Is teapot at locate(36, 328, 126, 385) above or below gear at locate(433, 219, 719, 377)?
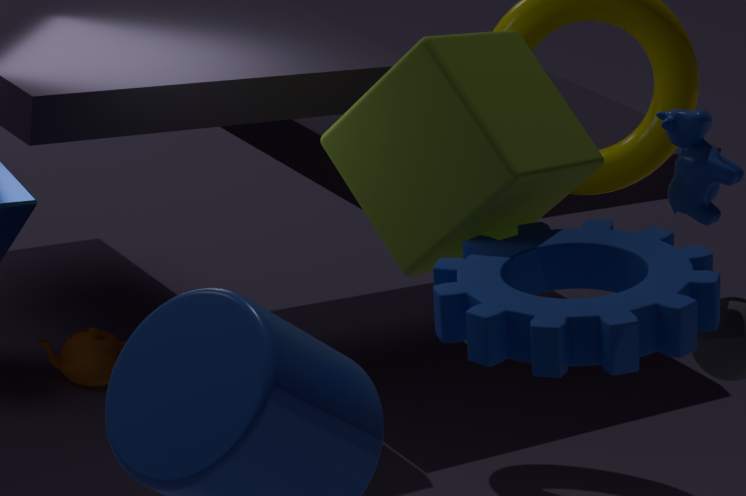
below
